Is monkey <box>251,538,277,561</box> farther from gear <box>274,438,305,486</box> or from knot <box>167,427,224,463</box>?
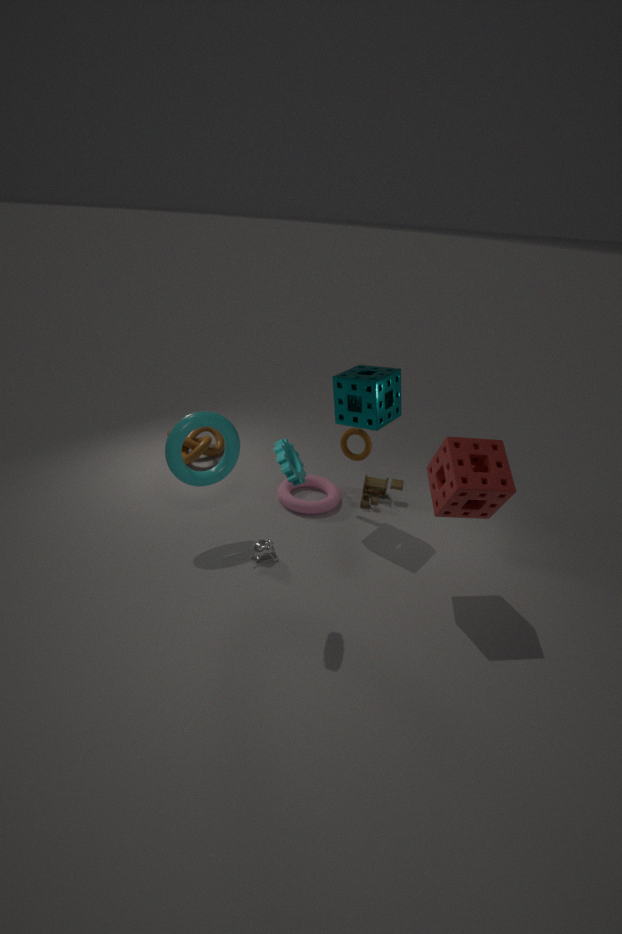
knot <box>167,427,224,463</box>
